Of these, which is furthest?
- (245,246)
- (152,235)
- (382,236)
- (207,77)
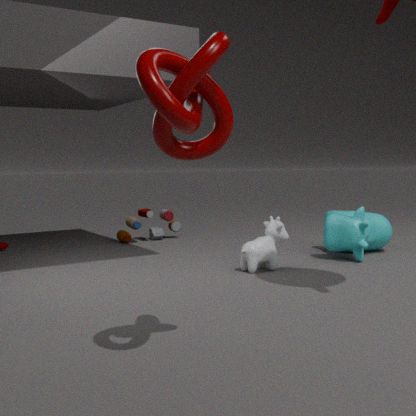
(152,235)
